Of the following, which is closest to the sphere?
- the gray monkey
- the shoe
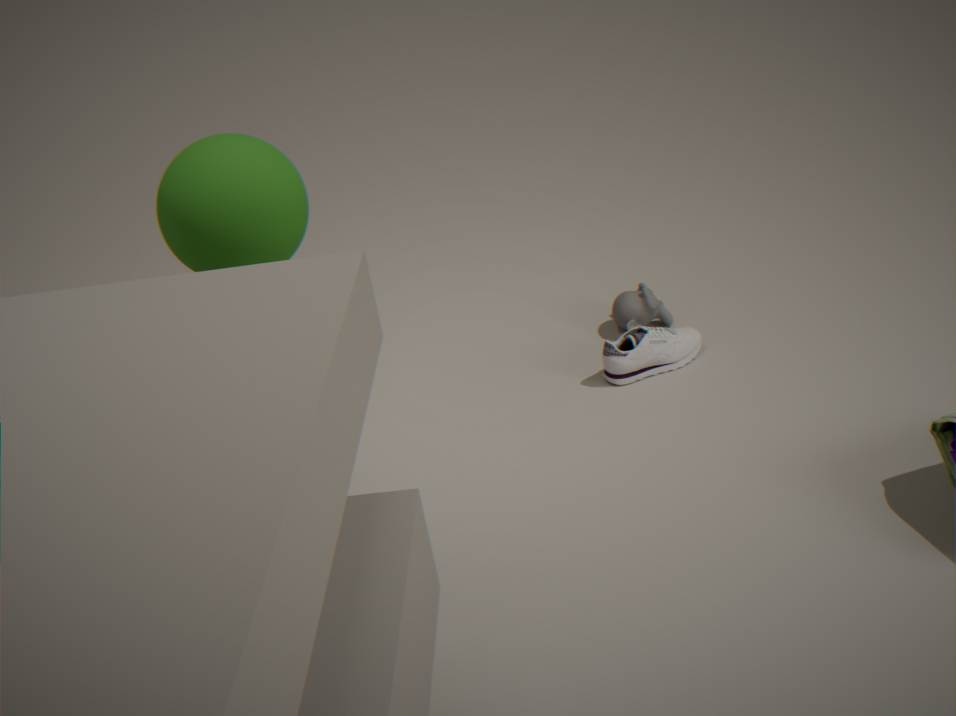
the shoe
